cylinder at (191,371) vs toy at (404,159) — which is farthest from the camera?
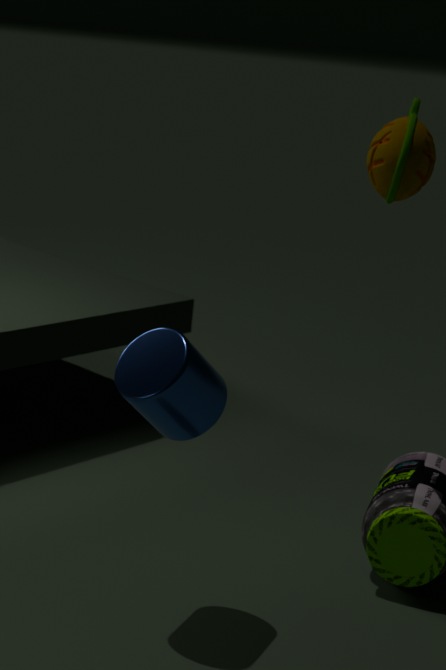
toy at (404,159)
